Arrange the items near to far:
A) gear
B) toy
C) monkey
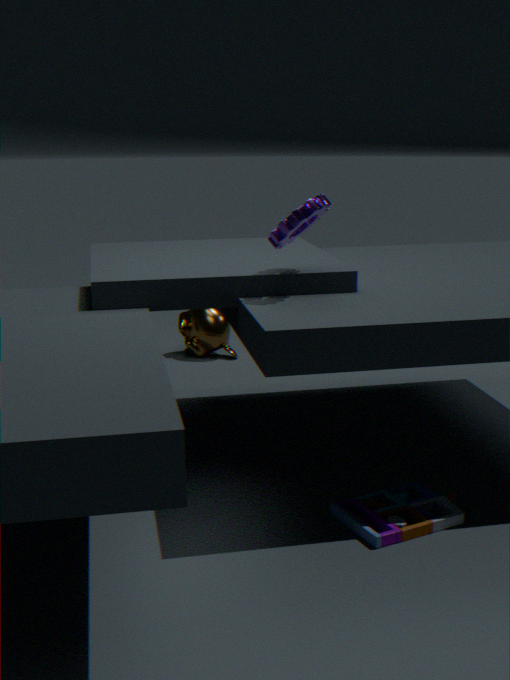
toy → gear → monkey
